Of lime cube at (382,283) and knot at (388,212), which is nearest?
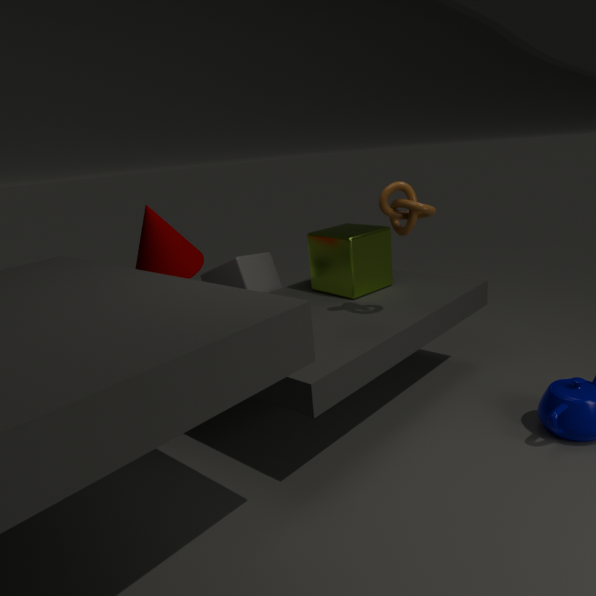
knot at (388,212)
